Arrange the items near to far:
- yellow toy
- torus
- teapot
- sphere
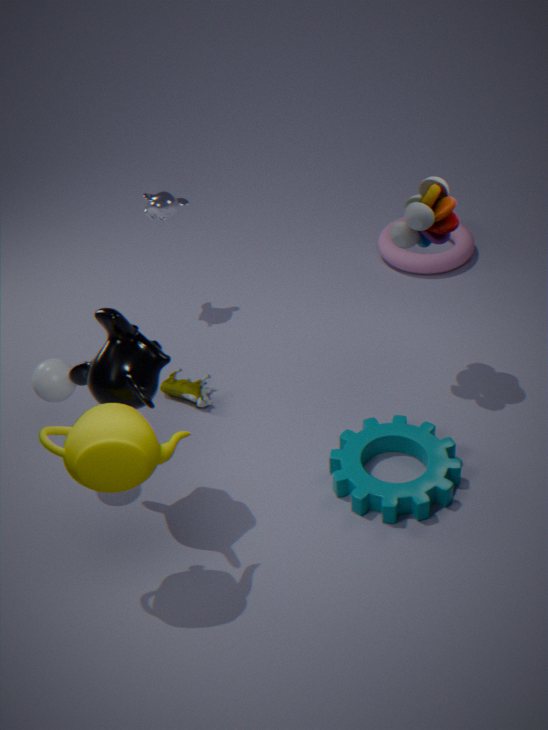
1. teapot
2. sphere
3. yellow toy
4. torus
